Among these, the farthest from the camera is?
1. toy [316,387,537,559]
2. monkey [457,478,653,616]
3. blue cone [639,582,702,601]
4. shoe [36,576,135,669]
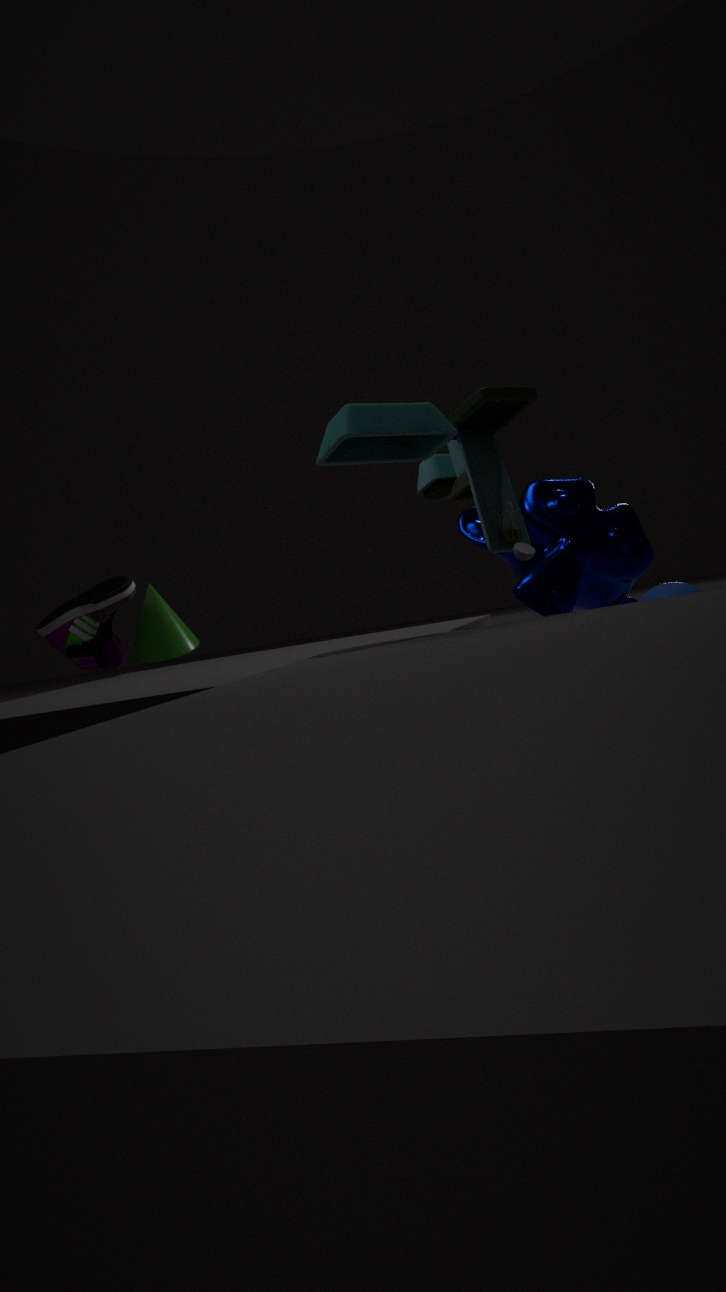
shoe [36,576,135,669]
